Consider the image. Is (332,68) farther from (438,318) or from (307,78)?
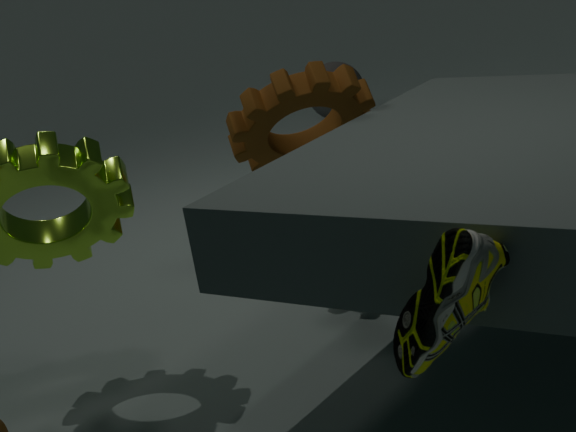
(438,318)
